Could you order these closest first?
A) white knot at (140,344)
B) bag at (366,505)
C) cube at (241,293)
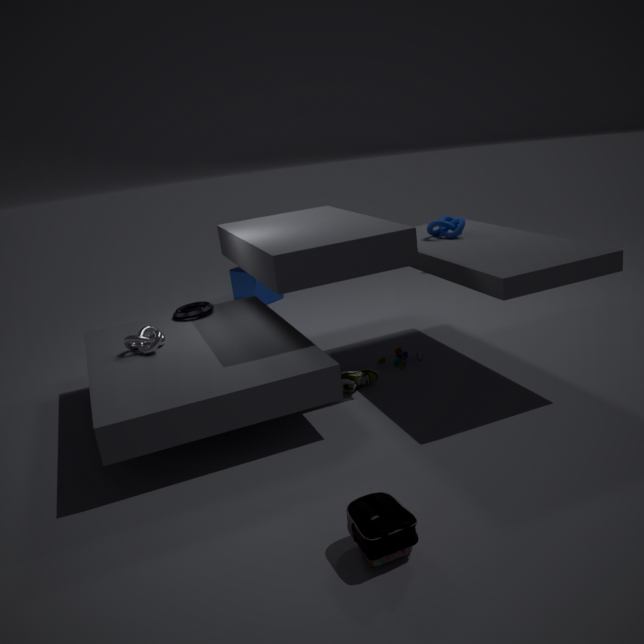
bag at (366,505) < white knot at (140,344) < cube at (241,293)
